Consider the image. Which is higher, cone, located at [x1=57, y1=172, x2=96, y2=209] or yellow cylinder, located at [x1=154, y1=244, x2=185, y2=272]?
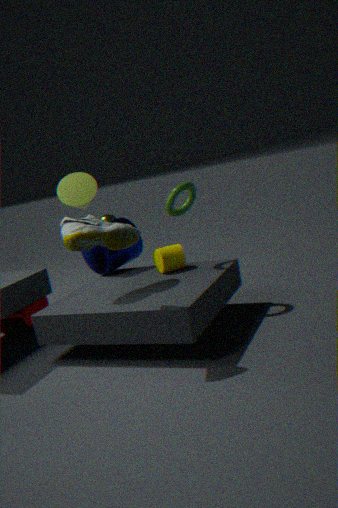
cone, located at [x1=57, y1=172, x2=96, y2=209]
